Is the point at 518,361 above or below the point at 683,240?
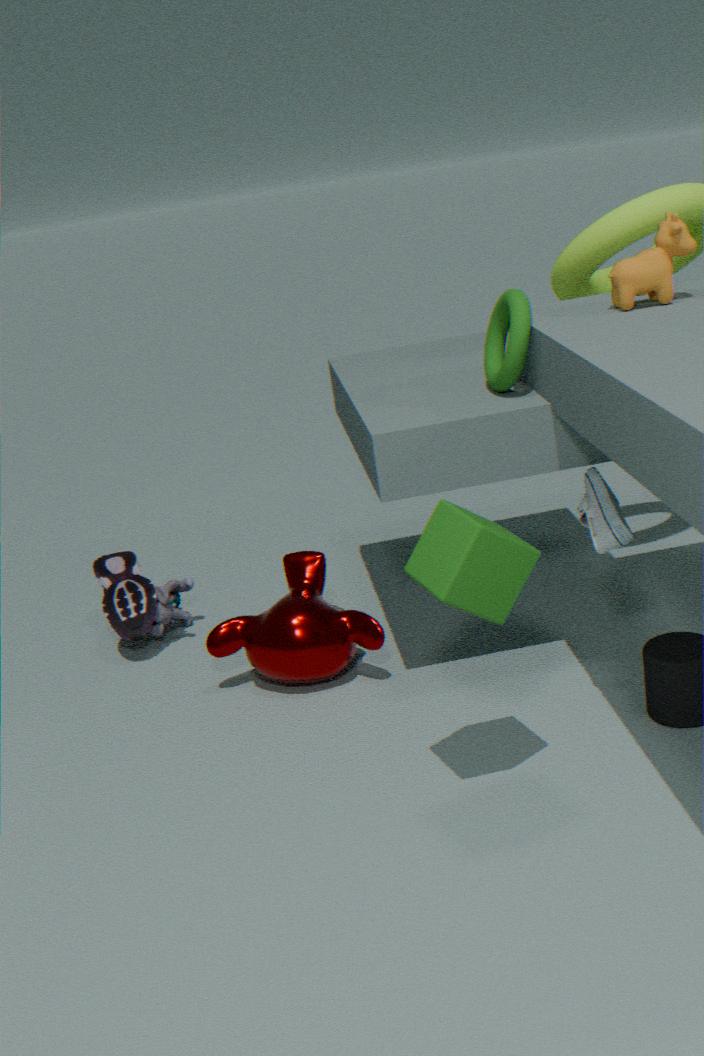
below
